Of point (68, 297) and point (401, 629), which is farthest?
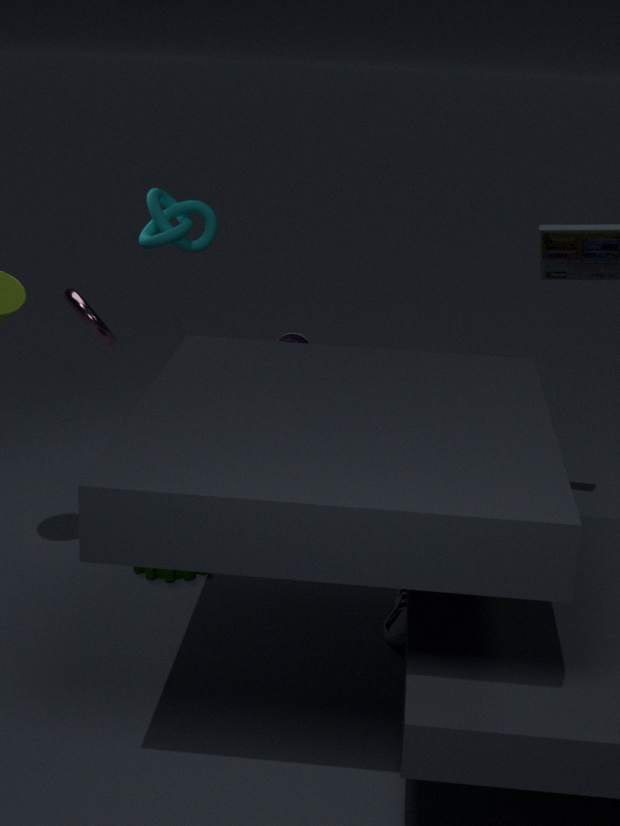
point (68, 297)
